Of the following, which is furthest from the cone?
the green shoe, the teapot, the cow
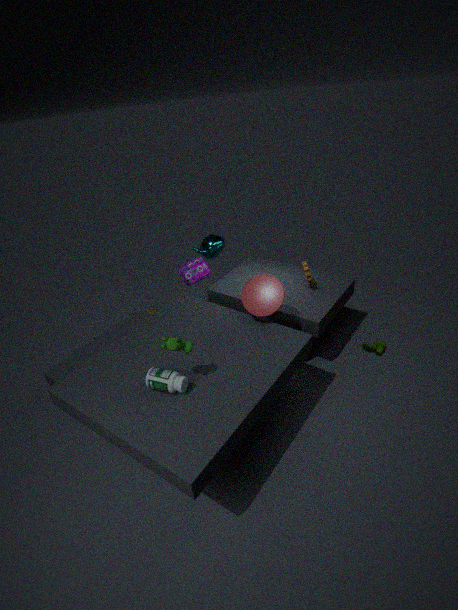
the green shoe
